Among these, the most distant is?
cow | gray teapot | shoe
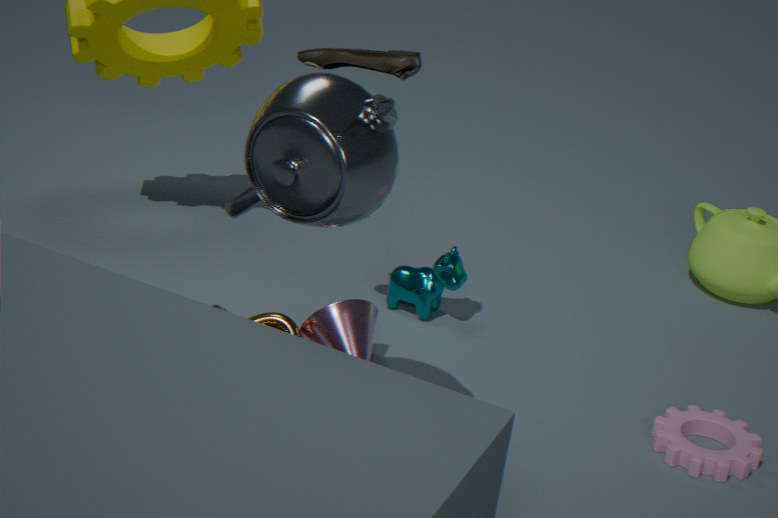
cow
